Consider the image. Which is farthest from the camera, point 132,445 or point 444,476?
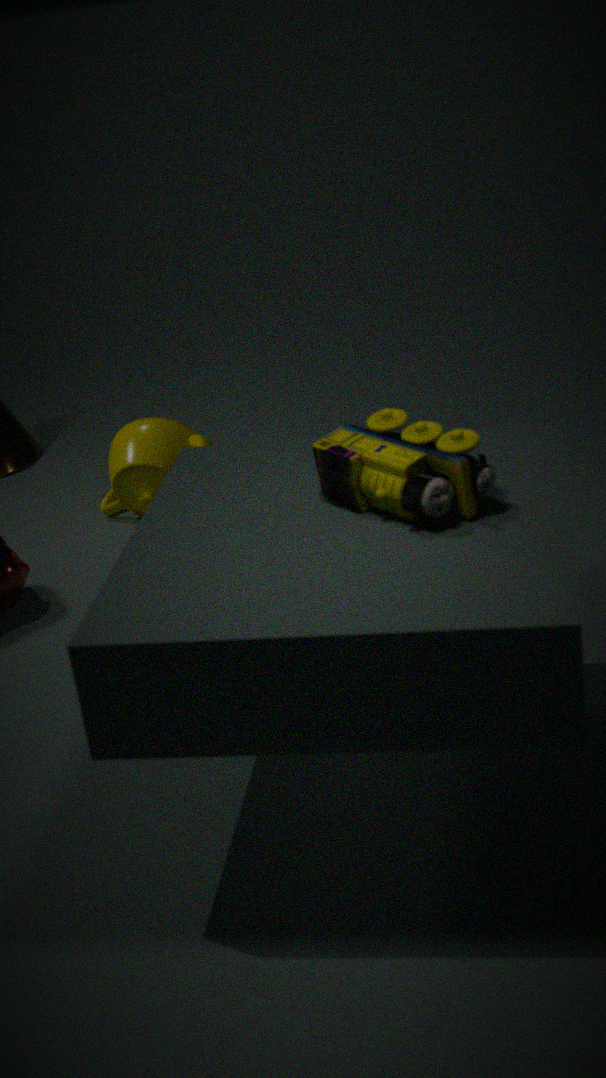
point 132,445
